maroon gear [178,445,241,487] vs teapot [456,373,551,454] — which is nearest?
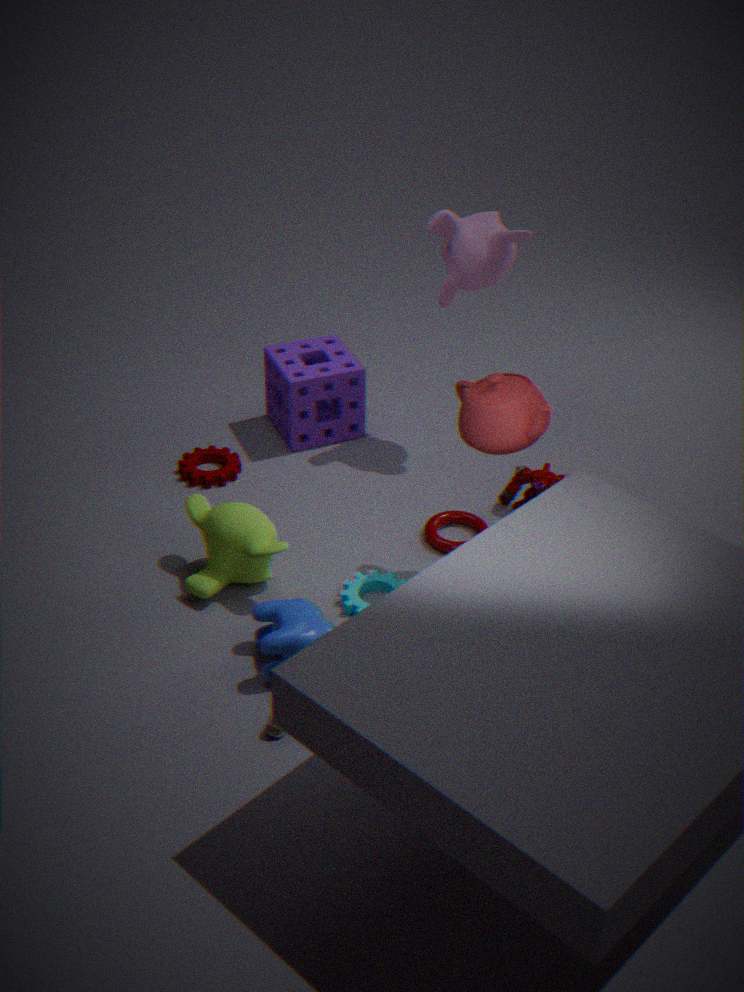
teapot [456,373,551,454]
